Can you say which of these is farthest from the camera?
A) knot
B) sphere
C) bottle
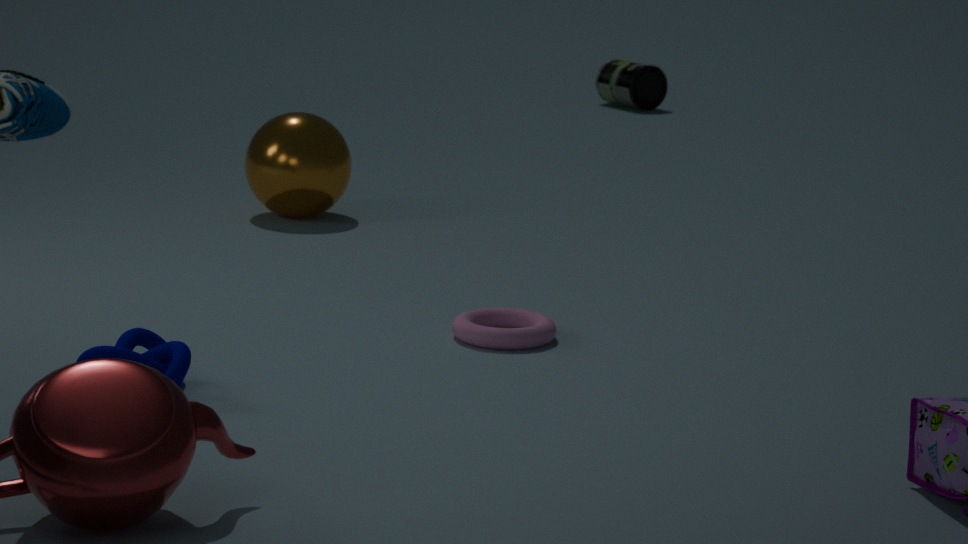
bottle
